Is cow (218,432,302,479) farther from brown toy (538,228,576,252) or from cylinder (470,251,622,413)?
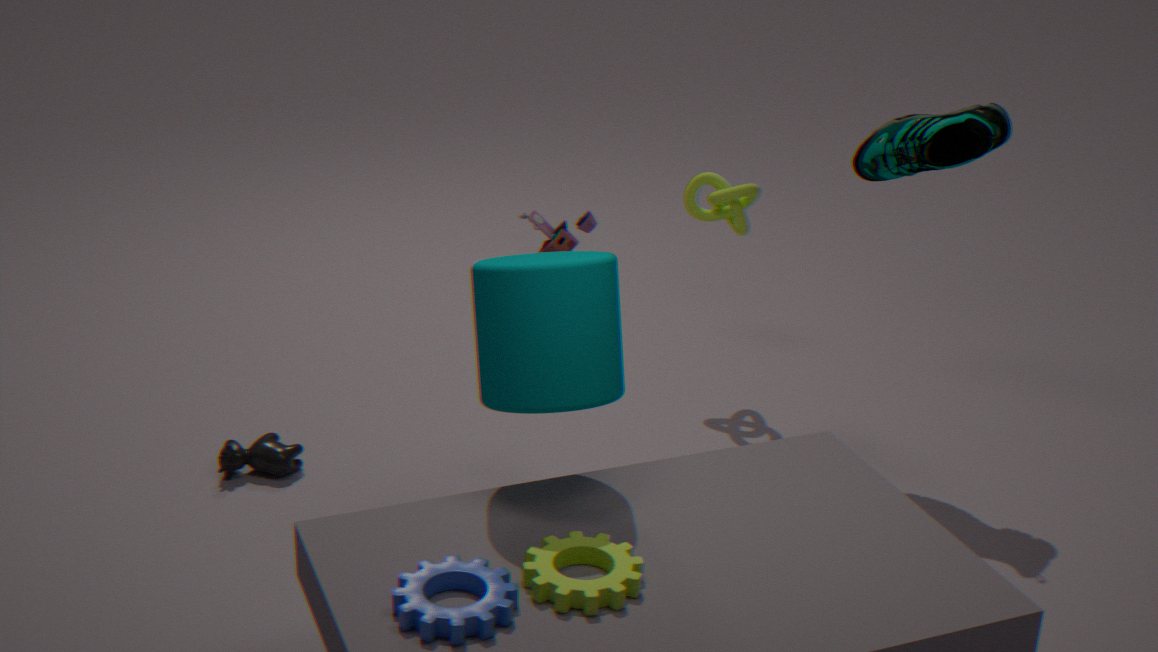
brown toy (538,228,576,252)
